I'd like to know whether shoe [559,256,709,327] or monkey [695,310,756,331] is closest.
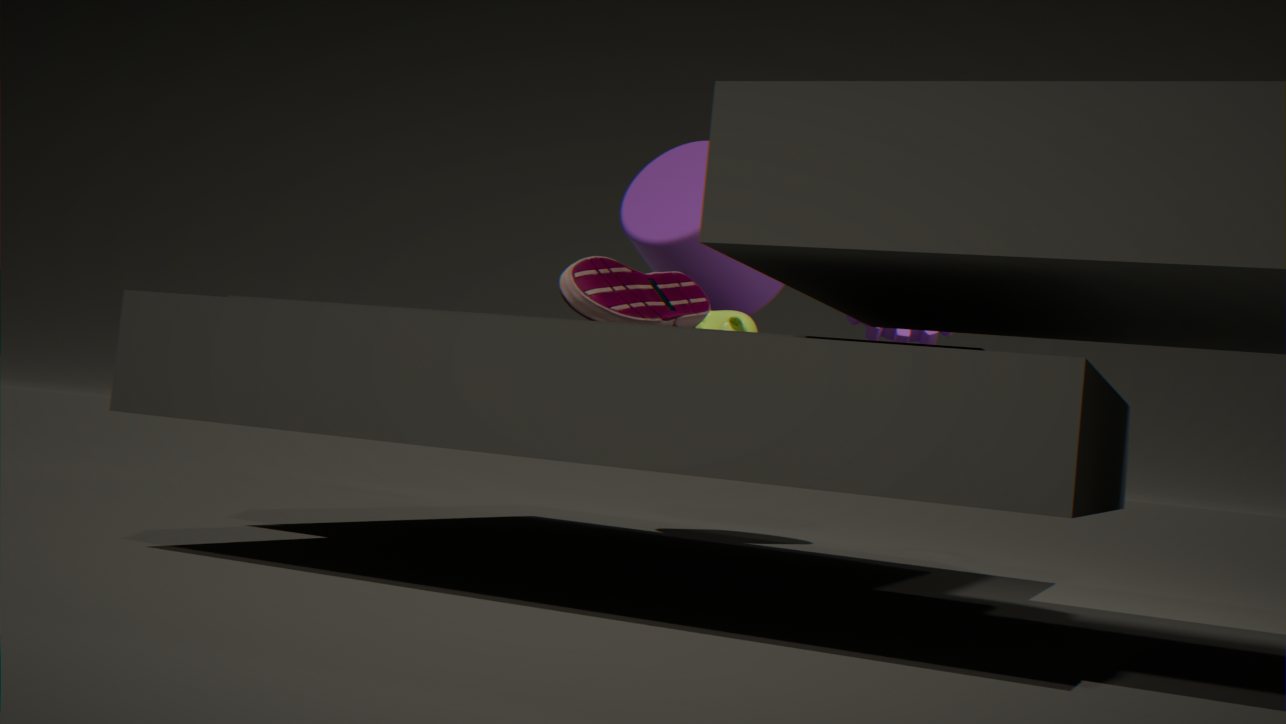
shoe [559,256,709,327]
